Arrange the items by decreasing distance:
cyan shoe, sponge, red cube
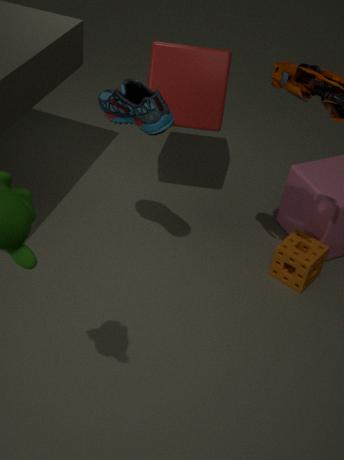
sponge, red cube, cyan shoe
